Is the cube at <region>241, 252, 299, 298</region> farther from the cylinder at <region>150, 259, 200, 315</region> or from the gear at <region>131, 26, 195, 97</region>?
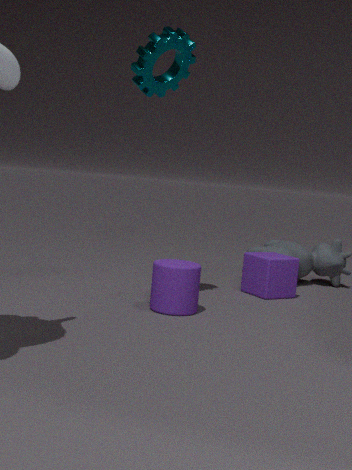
the gear at <region>131, 26, 195, 97</region>
